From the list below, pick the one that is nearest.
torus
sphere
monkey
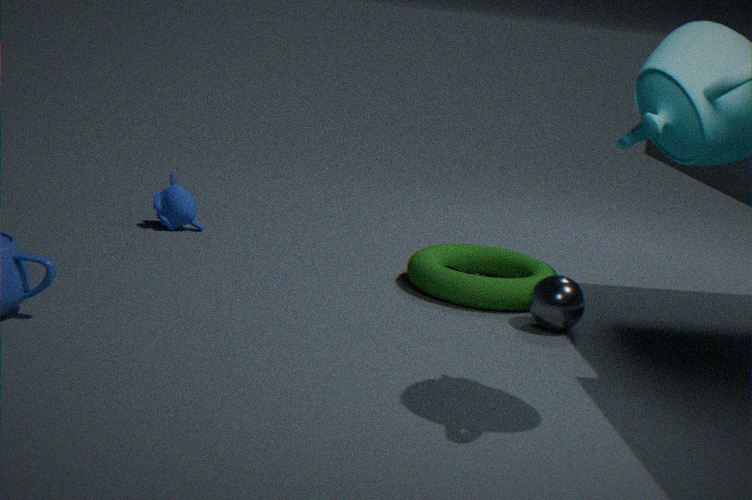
sphere
